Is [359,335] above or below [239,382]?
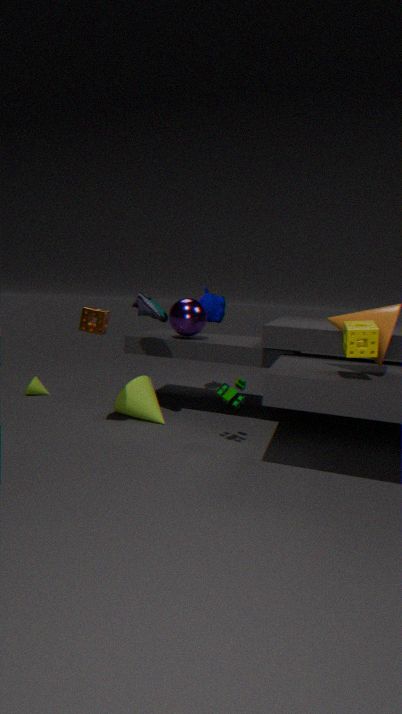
above
